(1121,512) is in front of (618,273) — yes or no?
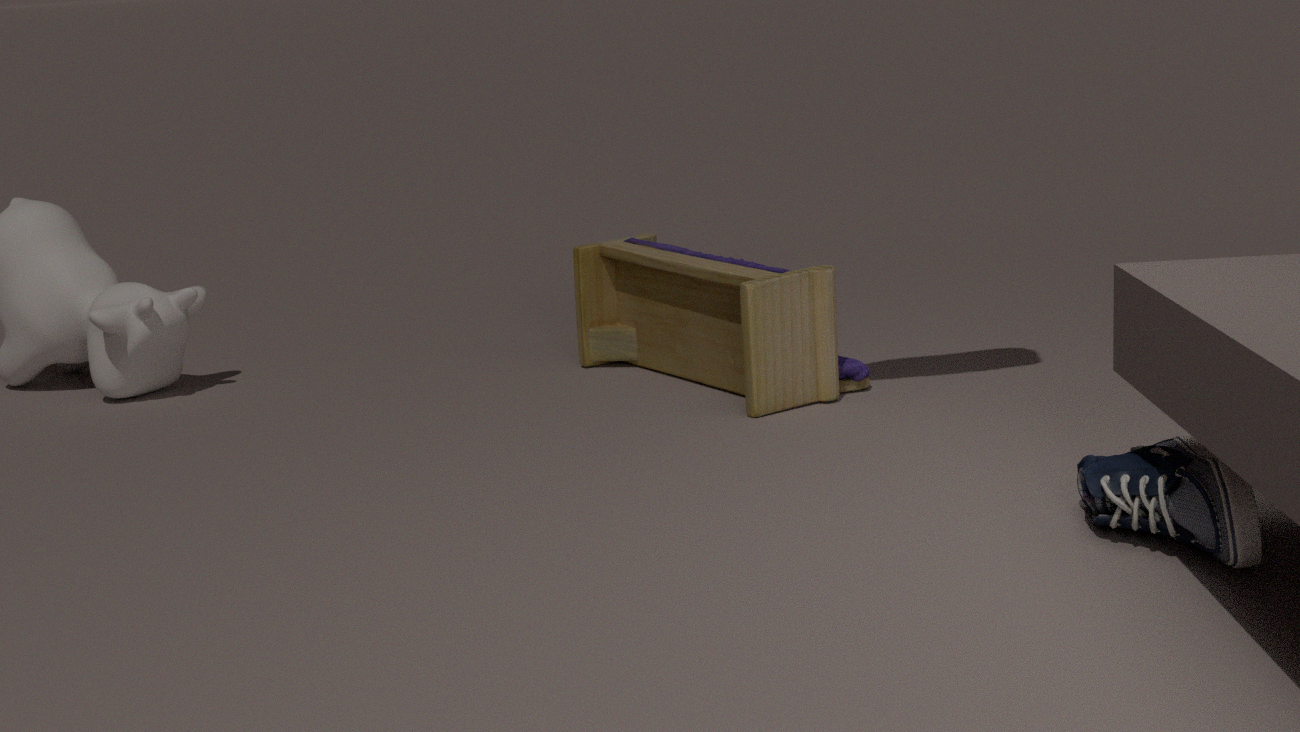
Yes
